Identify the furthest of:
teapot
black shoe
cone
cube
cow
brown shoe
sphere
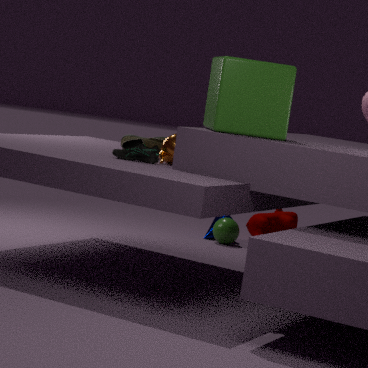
cow
